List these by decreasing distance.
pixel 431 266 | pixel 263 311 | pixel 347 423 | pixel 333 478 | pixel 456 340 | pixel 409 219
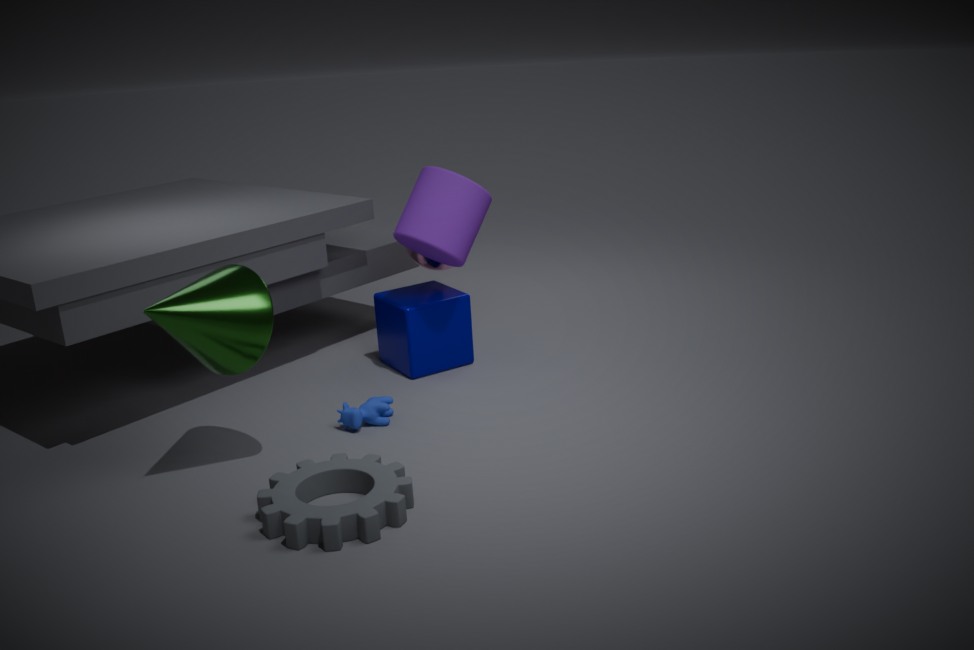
pixel 431 266 → pixel 456 340 → pixel 409 219 → pixel 347 423 → pixel 263 311 → pixel 333 478
